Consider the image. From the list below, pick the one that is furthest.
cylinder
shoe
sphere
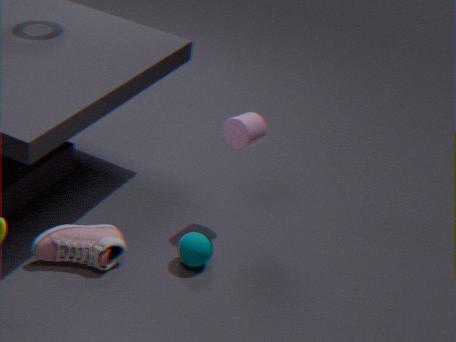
cylinder
